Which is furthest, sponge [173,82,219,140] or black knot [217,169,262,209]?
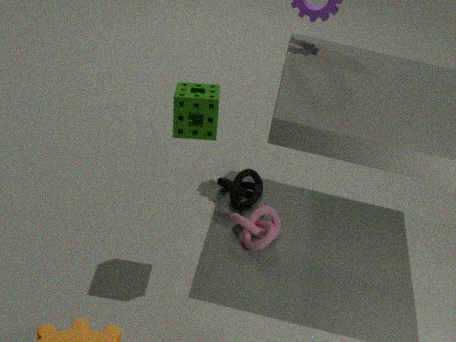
black knot [217,169,262,209]
